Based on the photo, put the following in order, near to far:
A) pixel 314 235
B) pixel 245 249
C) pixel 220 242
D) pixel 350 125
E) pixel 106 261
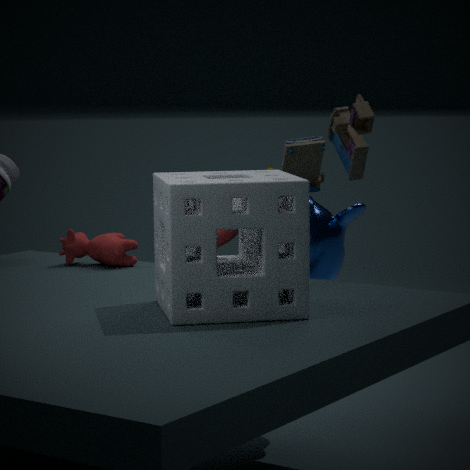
pixel 245 249 < pixel 314 235 < pixel 350 125 < pixel 106 261 < pixel 220 242
